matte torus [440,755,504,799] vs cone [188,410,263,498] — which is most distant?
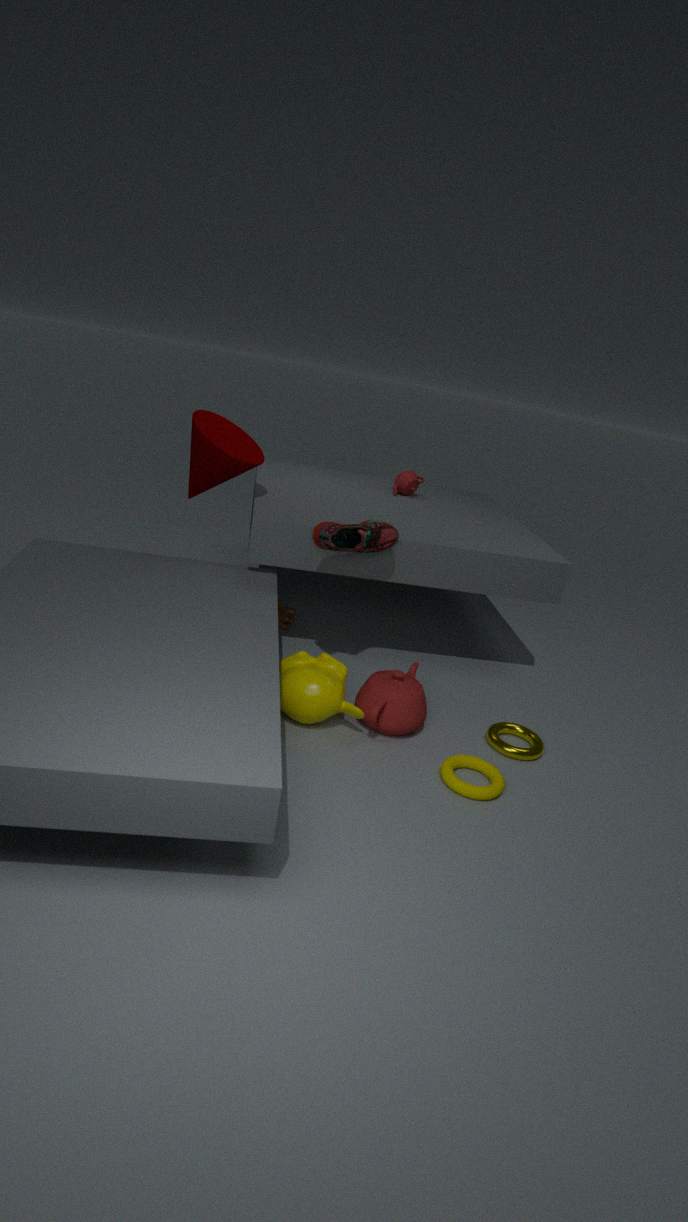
cone [188,410,263,498]
